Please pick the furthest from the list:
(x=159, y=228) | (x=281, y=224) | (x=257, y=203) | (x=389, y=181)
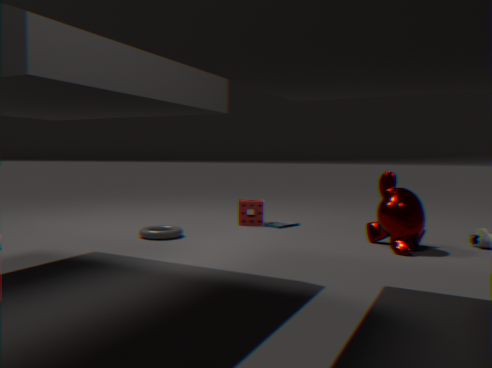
(x=257, y=203)
